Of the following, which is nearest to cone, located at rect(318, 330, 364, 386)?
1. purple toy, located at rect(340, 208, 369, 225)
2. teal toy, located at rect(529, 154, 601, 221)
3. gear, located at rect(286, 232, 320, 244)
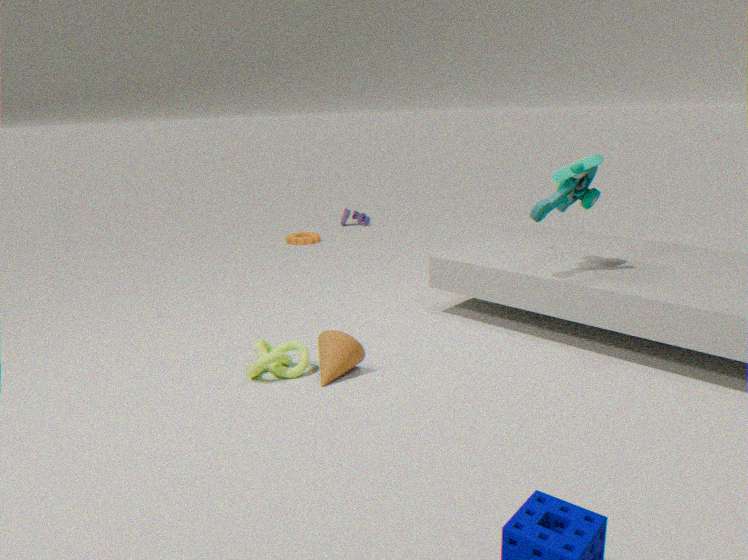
teal toy, located at rect(529, 154, 601, 221)
